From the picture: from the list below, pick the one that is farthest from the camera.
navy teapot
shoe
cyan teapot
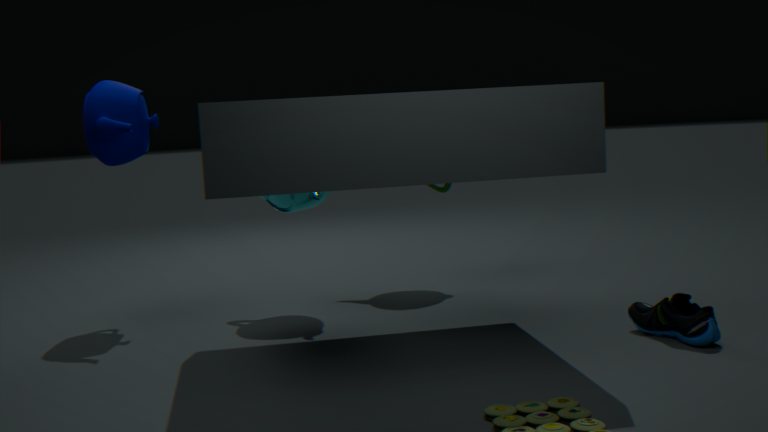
cyan teapot
